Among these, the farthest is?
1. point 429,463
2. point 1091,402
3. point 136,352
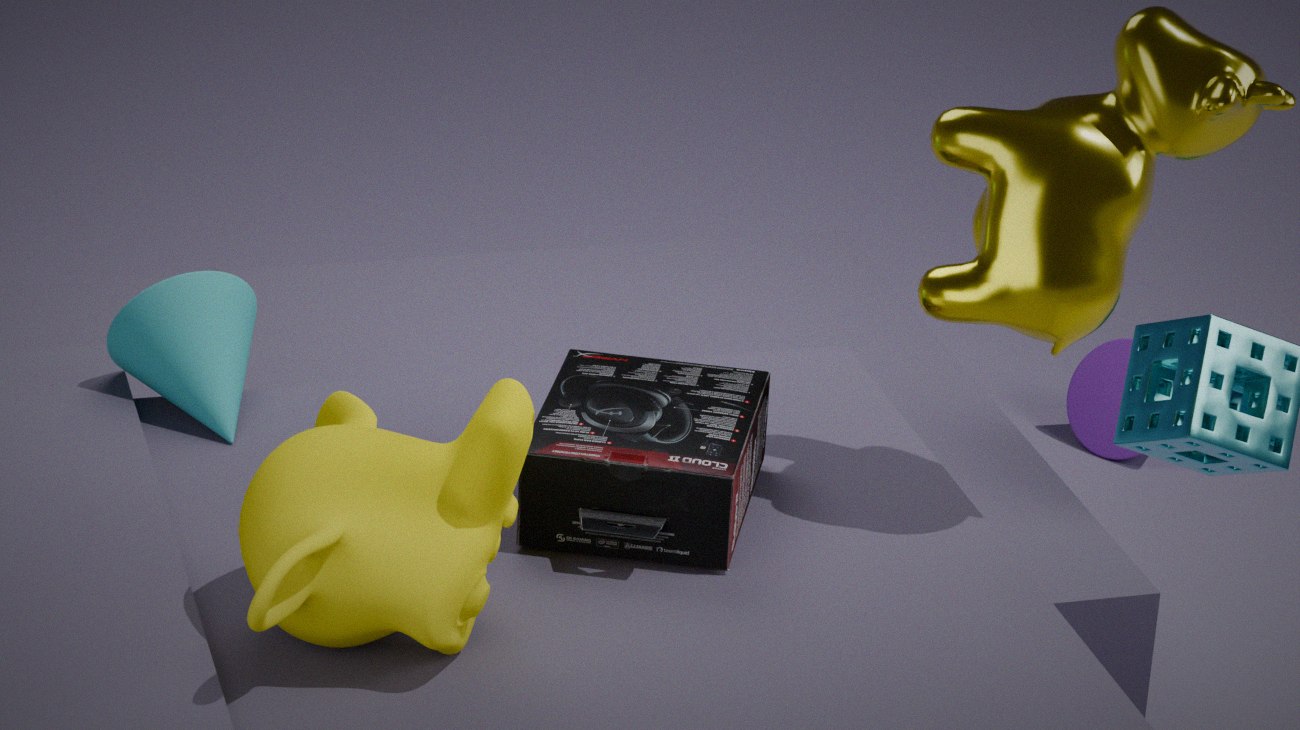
point 1091,402
